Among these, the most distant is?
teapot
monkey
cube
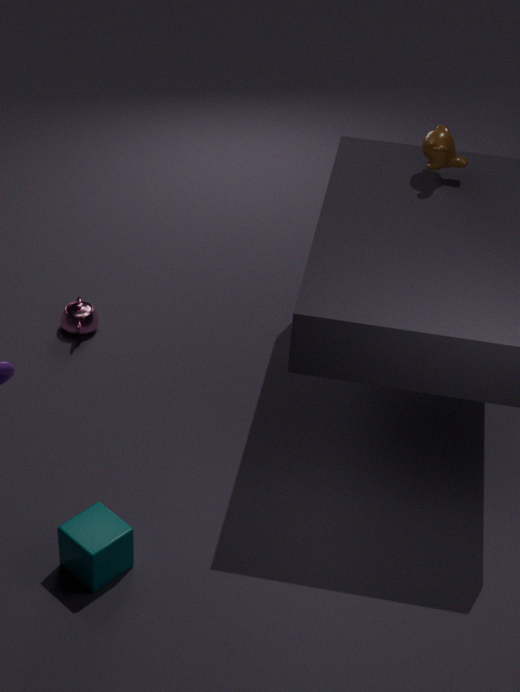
teapot
